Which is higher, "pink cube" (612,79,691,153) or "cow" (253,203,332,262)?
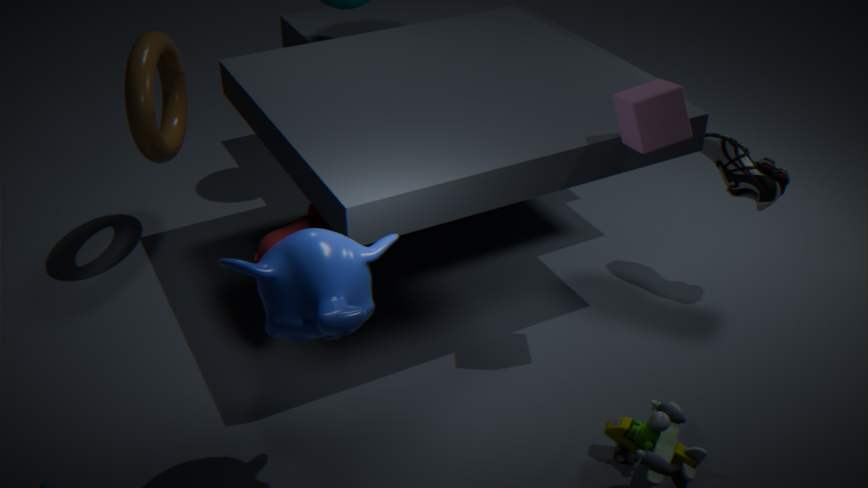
"pink cube" (612,79,691,153)
